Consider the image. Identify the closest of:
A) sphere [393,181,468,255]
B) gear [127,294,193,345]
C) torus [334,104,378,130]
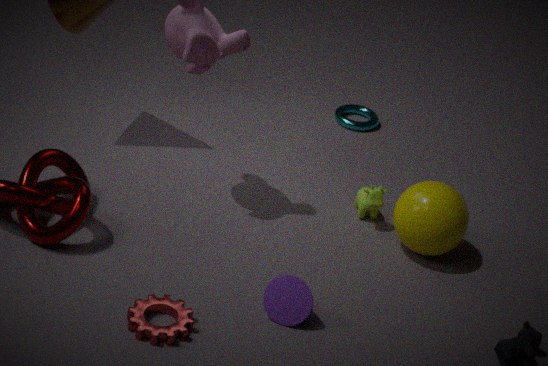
gear [127,294,193,345]
